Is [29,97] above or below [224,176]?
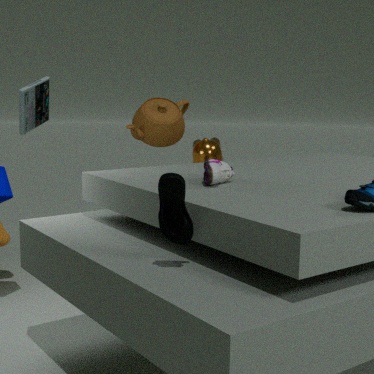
above
